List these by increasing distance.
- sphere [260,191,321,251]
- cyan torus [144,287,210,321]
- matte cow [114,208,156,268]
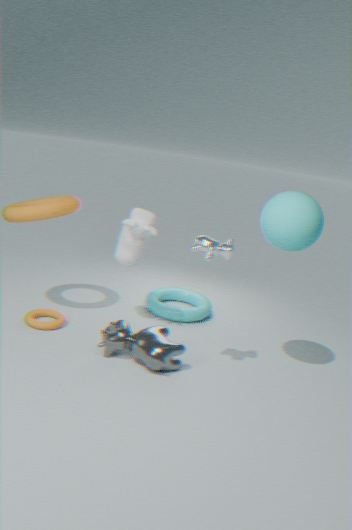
sphere [260,191,321,251] < matte cow [114,208,156,268] < cyan torus [144,287,210,321]
